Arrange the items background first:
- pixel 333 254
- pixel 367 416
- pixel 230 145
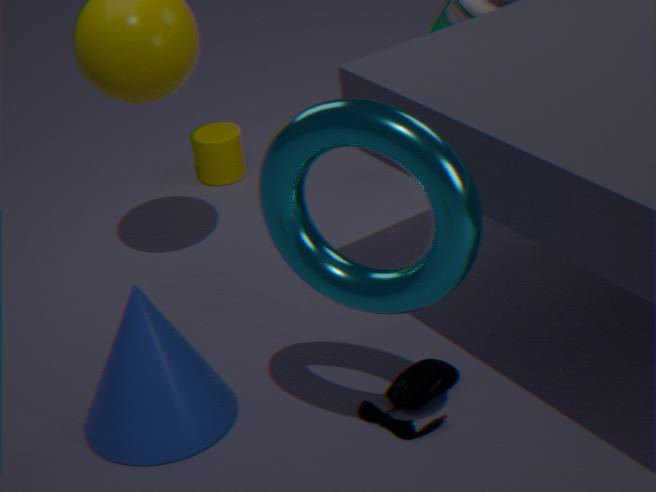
pixel 230 145, pixel 367 416, pixel 333 254
